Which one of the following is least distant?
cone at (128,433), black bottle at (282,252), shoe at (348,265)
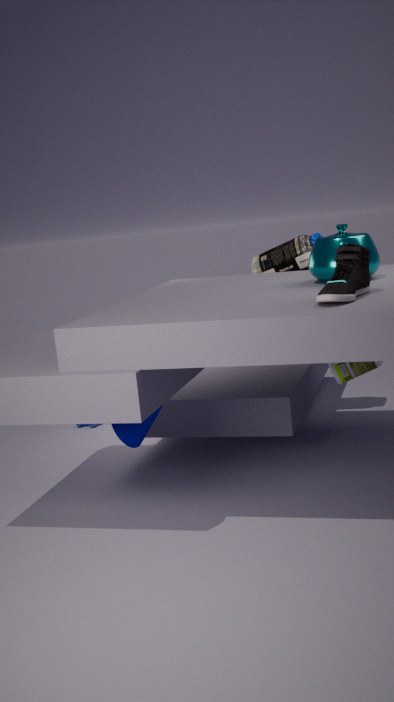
shoe at (348,265)
